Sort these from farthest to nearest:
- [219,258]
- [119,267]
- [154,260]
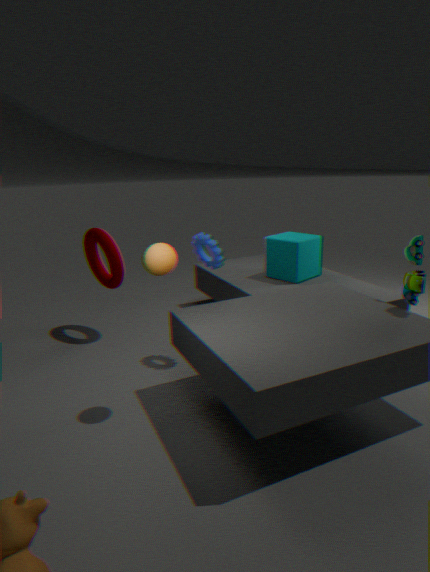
[119,267] → [219,258] → [154,260]
